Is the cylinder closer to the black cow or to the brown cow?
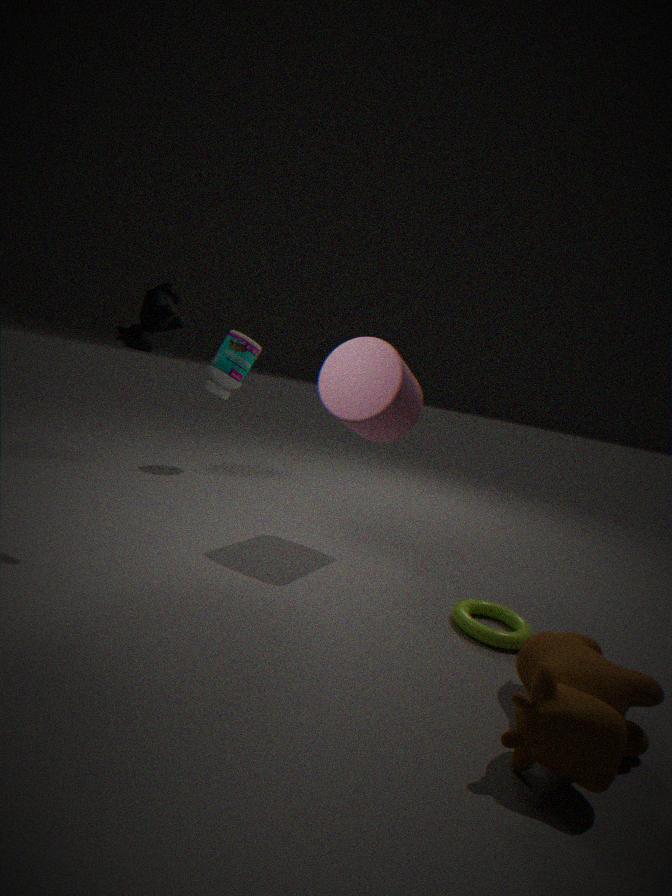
the black cow
